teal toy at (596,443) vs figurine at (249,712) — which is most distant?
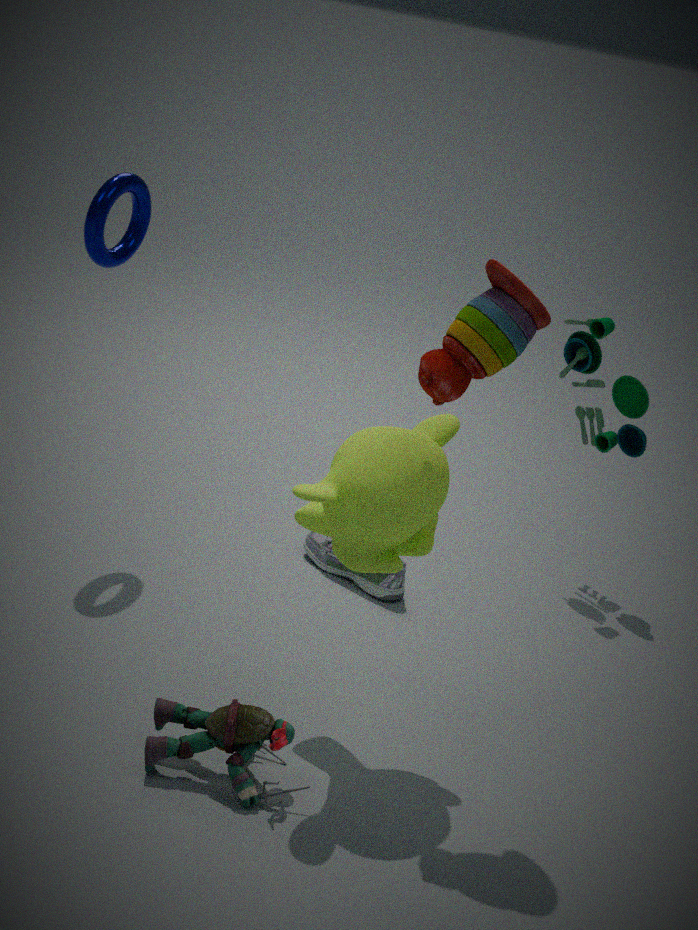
teal toy at (596,443)
